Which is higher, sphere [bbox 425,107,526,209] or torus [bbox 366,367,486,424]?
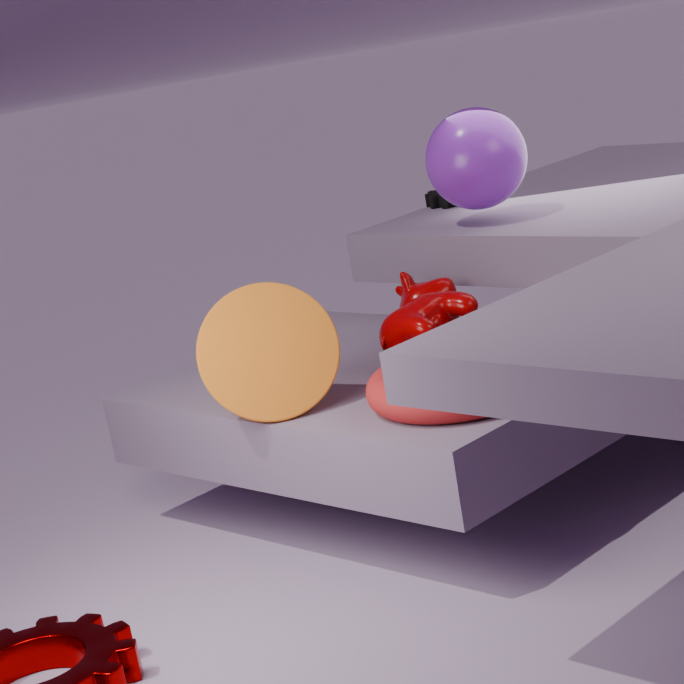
sphere [bbox 425,107,526,209]
